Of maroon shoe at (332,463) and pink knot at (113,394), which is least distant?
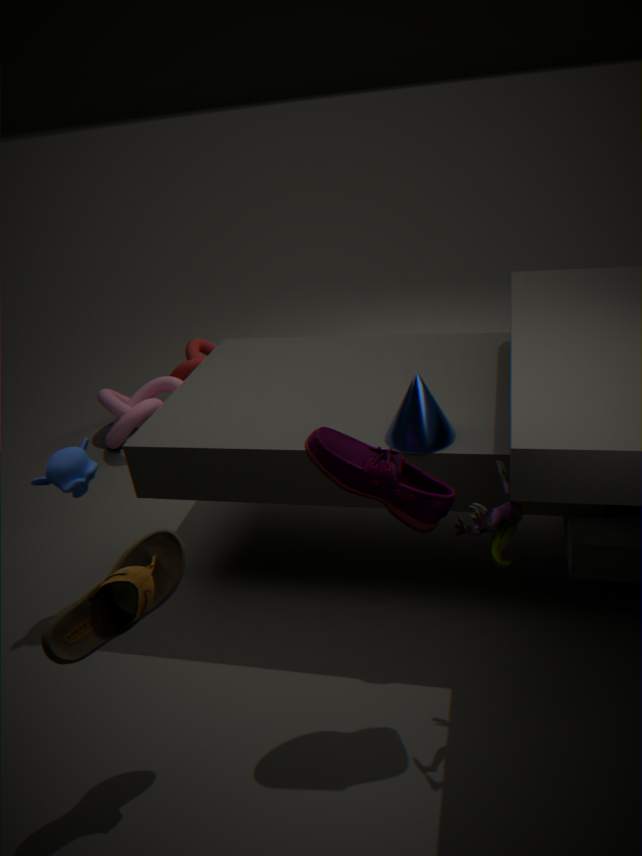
maroon shoe at (332,463)
